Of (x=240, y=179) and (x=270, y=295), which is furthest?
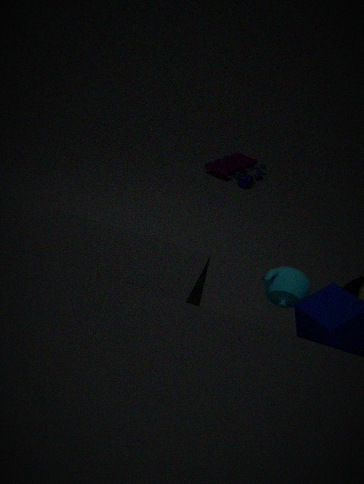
(x=240, y=179)
